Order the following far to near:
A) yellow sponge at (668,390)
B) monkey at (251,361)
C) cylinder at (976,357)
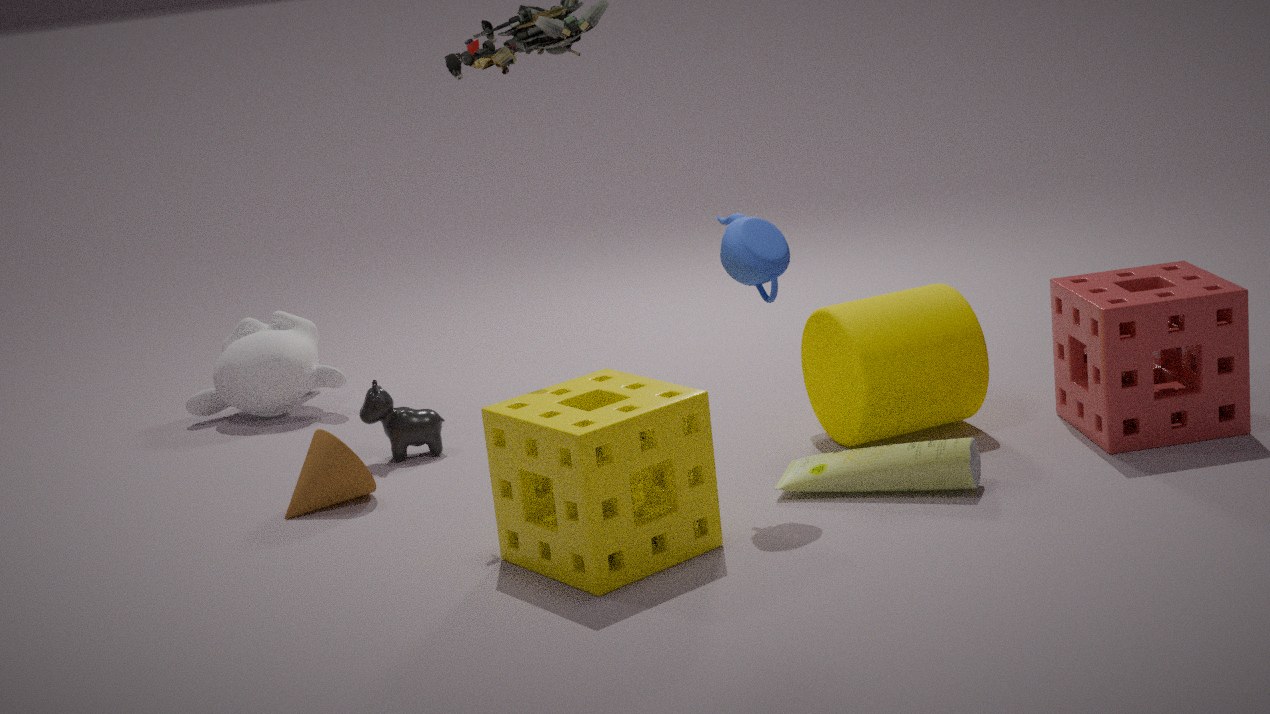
1. monkey at (251,361)
2. cylinder at (976,357)
3. yellow sponge at (668,390)
